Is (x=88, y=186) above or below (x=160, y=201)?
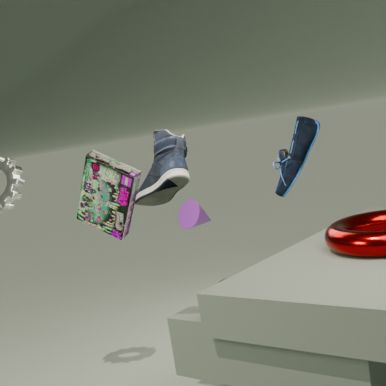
above
